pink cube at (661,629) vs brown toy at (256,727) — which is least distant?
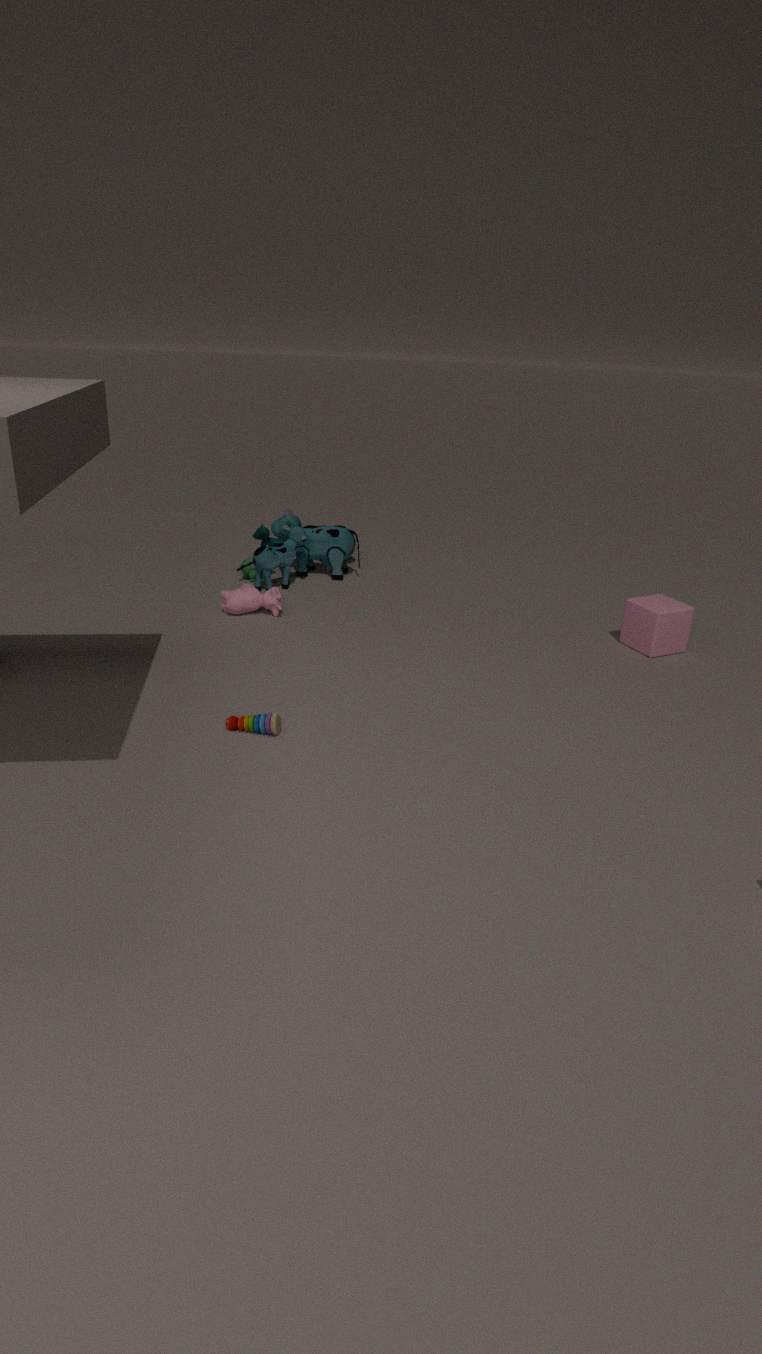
brown toy at (256,727)
